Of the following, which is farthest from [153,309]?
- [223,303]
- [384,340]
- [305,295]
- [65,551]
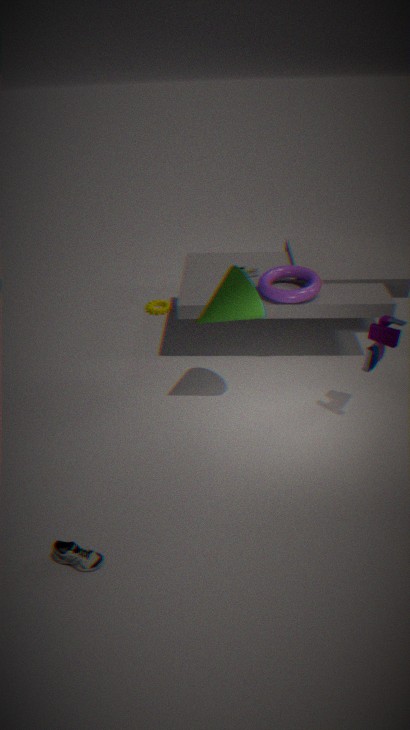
[65,551]
